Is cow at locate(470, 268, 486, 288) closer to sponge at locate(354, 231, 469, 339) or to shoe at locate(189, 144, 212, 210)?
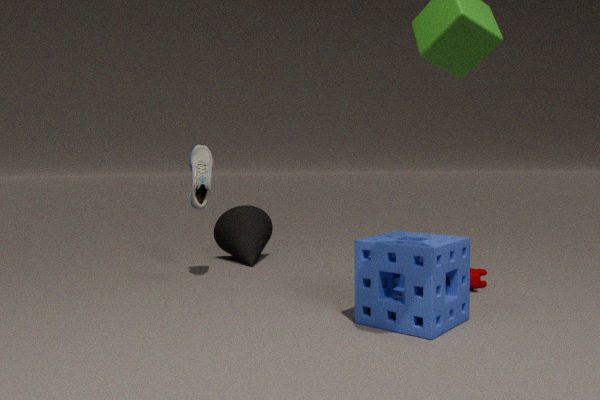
sponge at locate(354, 231, 469, 339)
